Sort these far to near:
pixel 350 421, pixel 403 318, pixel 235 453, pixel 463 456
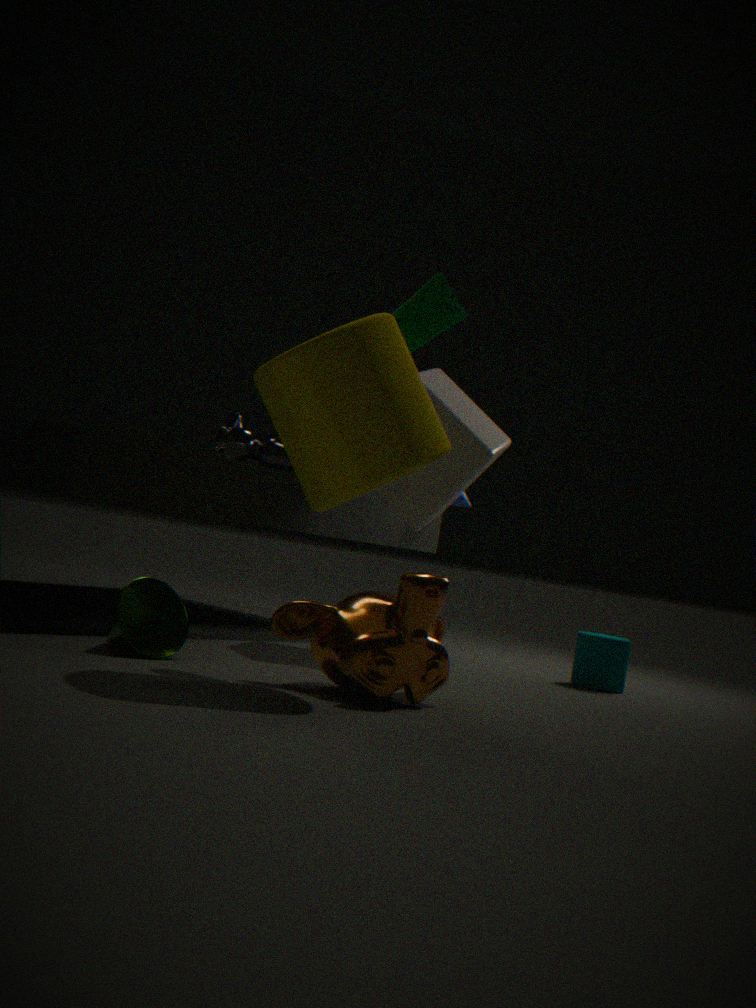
pixel 235 453
pixel 463 456
pixel 403 318
pixel 350 421
